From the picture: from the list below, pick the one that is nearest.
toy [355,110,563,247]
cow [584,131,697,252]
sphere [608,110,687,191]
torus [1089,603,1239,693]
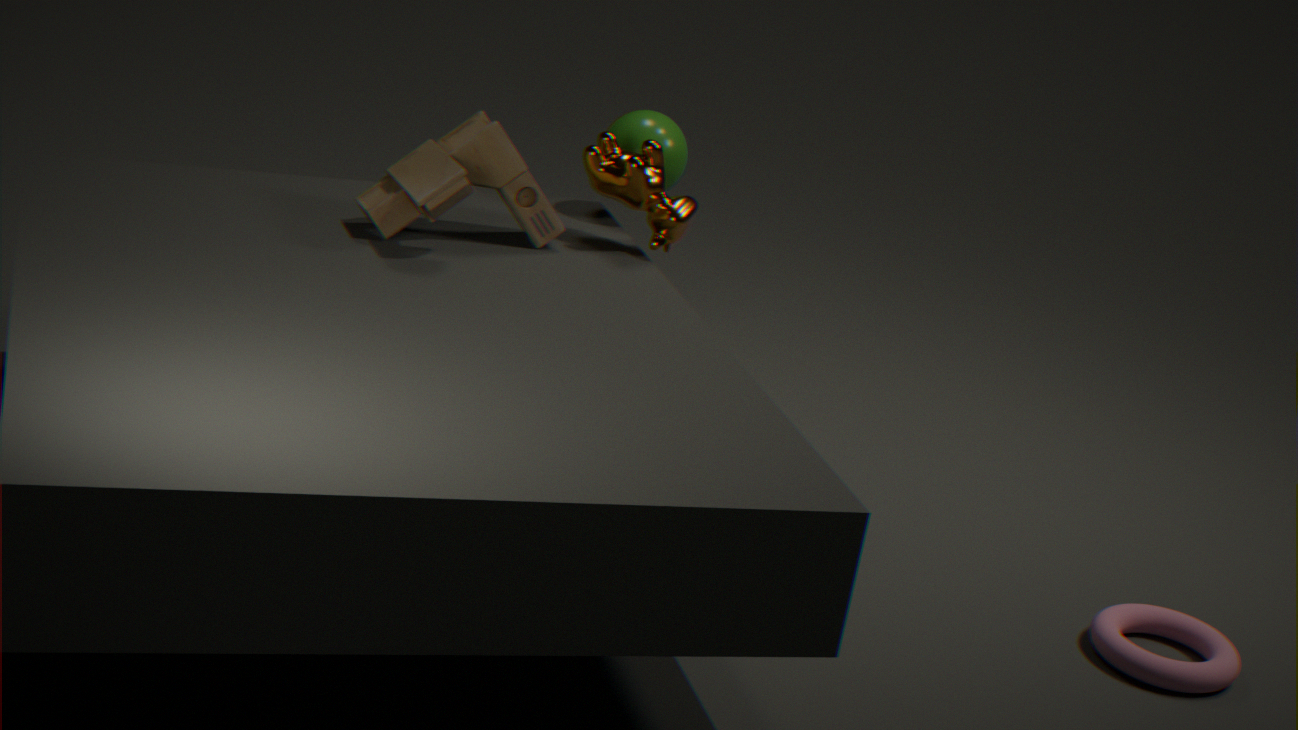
torus [1089,603,1239,693]
